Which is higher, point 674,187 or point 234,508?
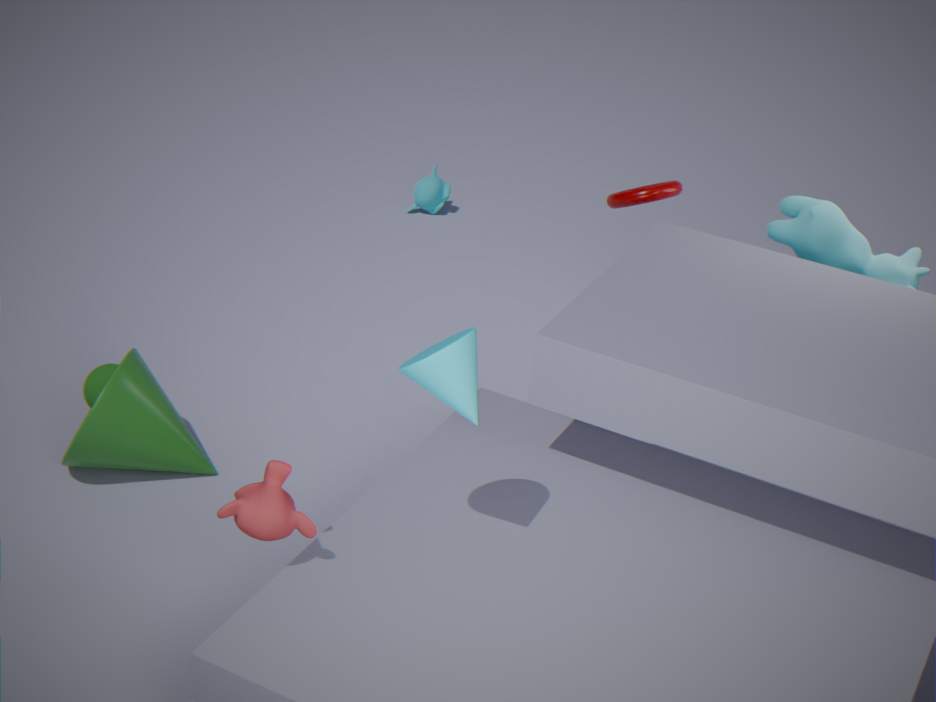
point 674,187
